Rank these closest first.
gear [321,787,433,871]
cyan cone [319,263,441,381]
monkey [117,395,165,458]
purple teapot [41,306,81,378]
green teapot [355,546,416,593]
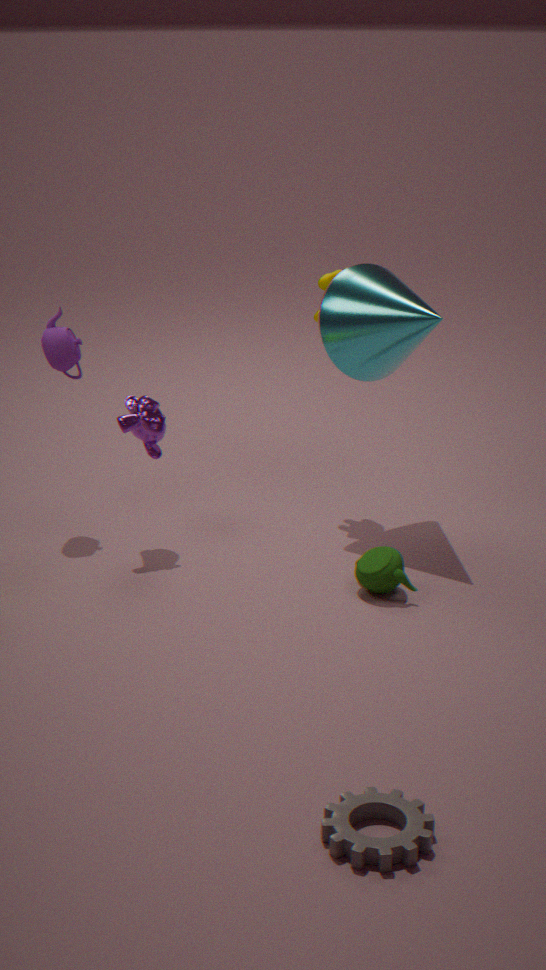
gear [321,787,433,871], green teapot [355,546,416,593], monkey [117,395,165,458], cyan cone [319,263,441,381], purple teapot [41,306,81,378]
